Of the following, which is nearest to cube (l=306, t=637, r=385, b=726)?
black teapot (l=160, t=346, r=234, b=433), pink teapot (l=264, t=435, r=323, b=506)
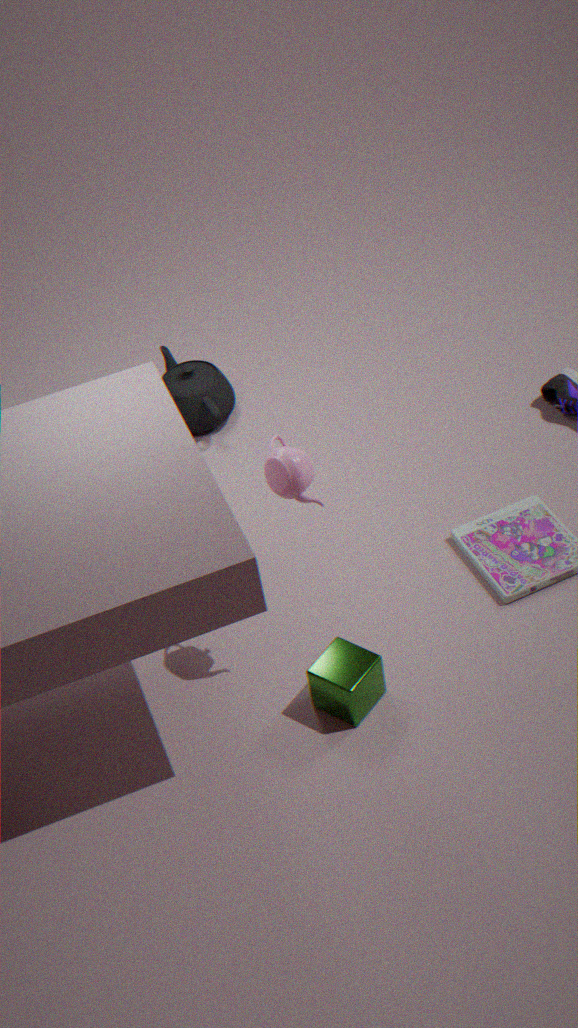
pink teapot (l=264, t=435, r=323, b=506)
